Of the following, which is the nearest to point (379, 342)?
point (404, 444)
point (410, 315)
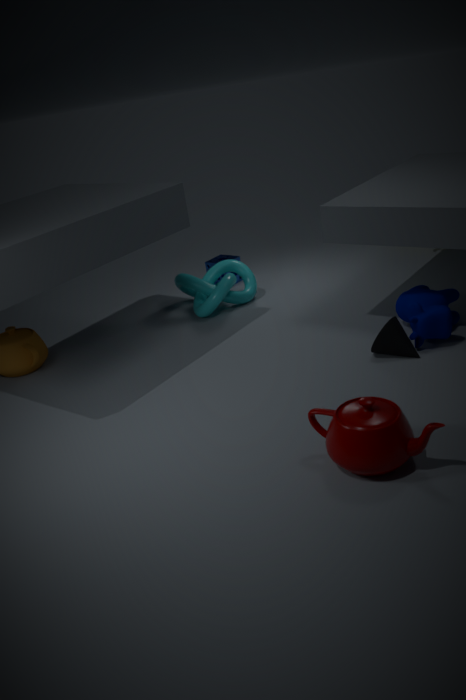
point (410, 315)
